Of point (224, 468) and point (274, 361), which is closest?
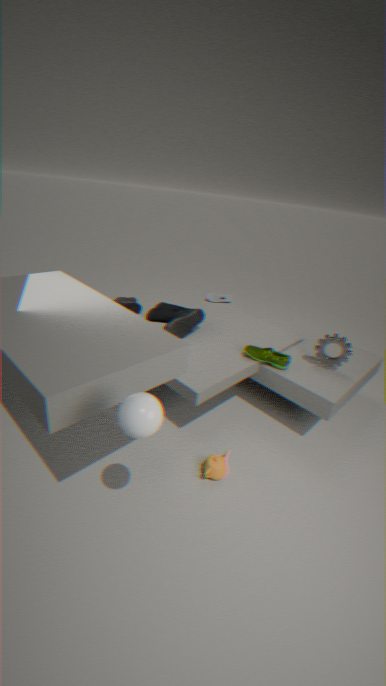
point (224, 468)
